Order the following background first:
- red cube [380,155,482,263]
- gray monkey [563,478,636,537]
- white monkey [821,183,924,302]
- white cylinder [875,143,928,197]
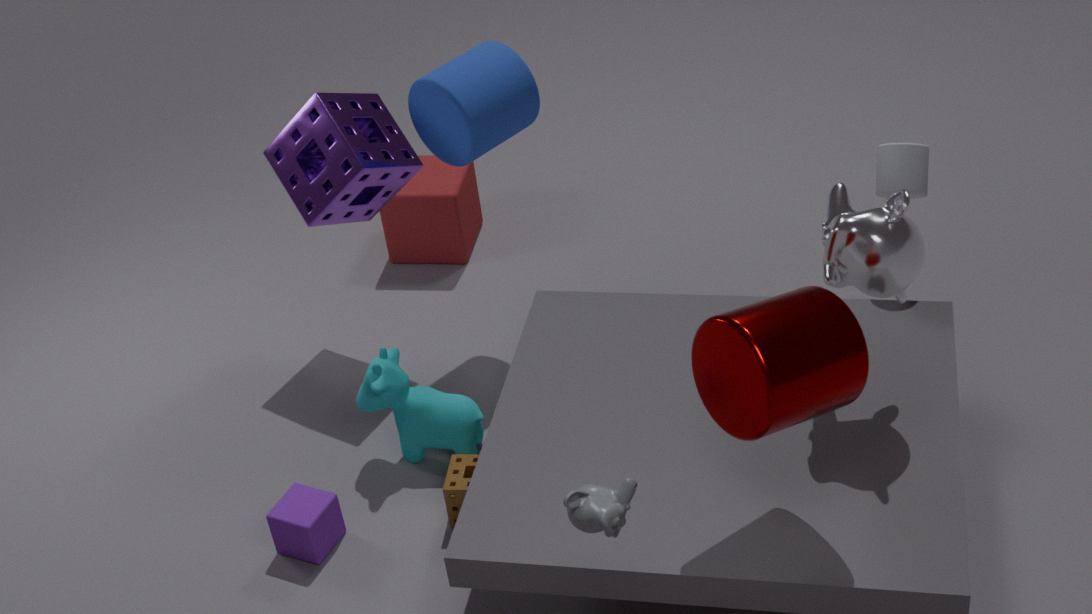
1. red cube [380,155,482,263]
2. white cylinder [875,143,928,197]
3. white monkey [821,183,924,302]
4. gray monkey [563,478,636,537]
